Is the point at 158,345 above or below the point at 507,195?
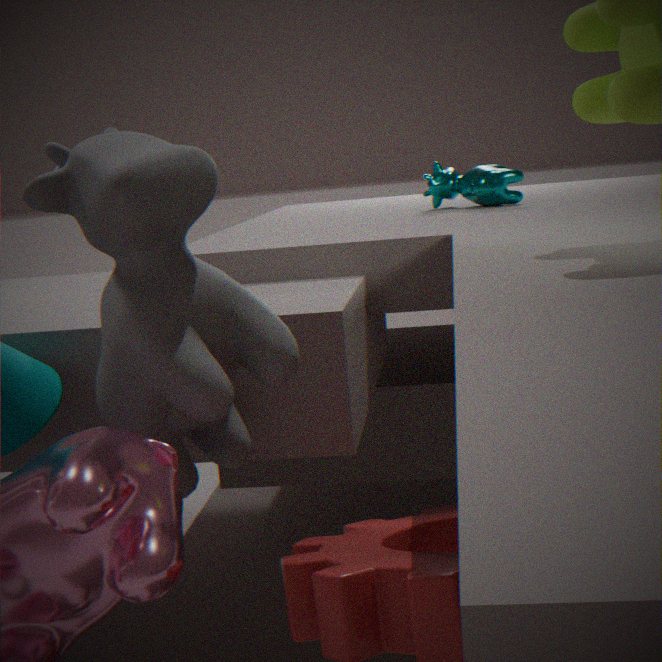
below
